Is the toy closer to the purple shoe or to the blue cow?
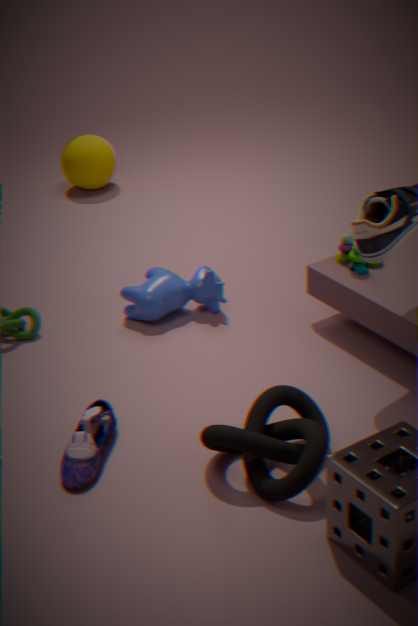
the blue cow
